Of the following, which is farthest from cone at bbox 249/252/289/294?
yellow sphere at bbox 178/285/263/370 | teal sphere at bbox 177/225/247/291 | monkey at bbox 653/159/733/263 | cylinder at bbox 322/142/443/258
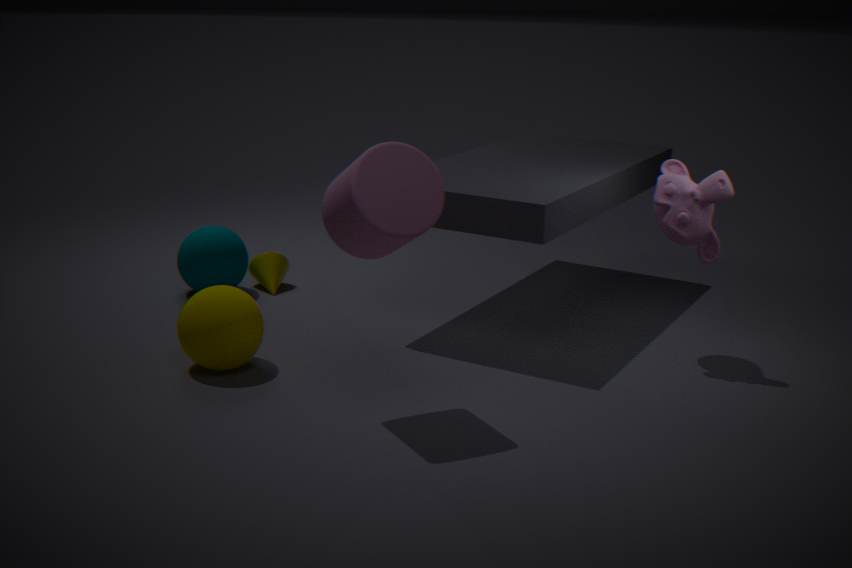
monkey at bbox 653/159/733/263
